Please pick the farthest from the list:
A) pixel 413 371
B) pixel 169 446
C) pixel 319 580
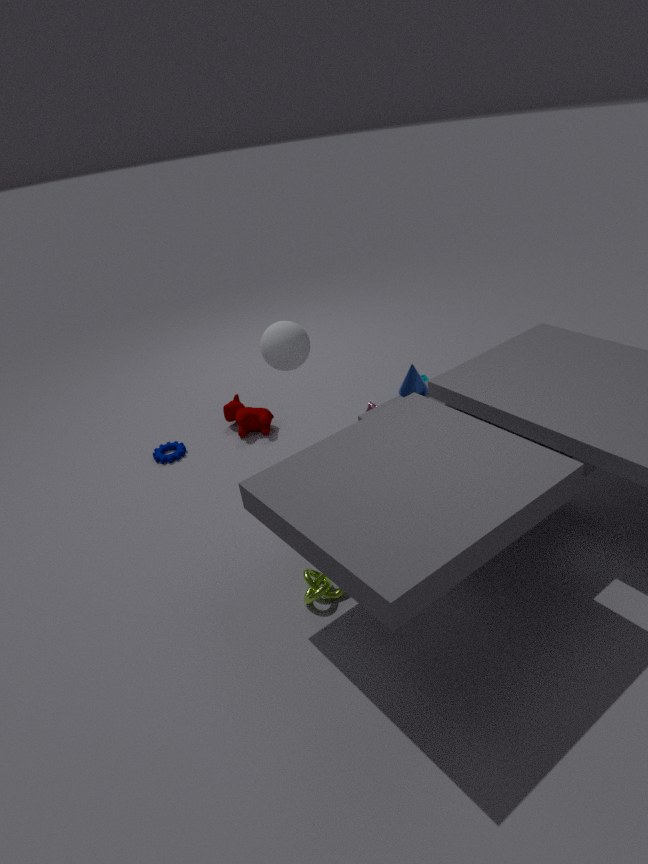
pixel 169 446
